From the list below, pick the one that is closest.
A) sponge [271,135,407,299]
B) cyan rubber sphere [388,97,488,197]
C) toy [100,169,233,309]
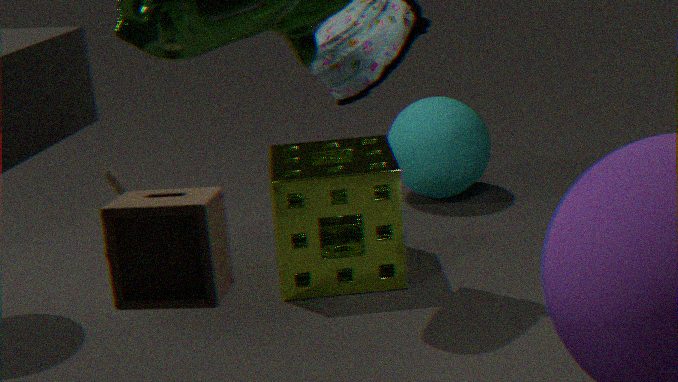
toy [100,169,233,309]
